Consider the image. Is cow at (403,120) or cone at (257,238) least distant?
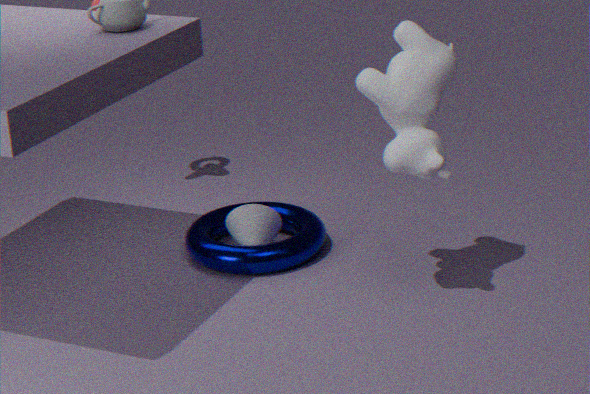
cow at (403,120)
